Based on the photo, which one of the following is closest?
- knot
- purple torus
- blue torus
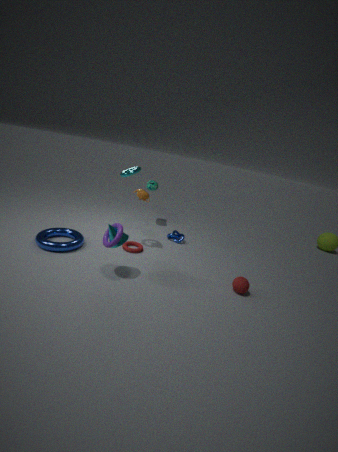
purple torus
